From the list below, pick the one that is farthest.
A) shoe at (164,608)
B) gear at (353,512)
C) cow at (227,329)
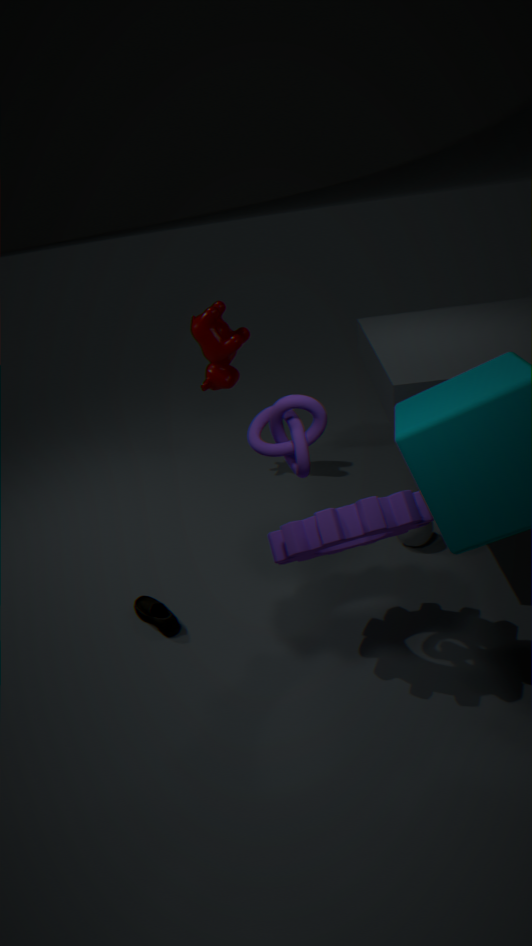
cow at (227,329)
